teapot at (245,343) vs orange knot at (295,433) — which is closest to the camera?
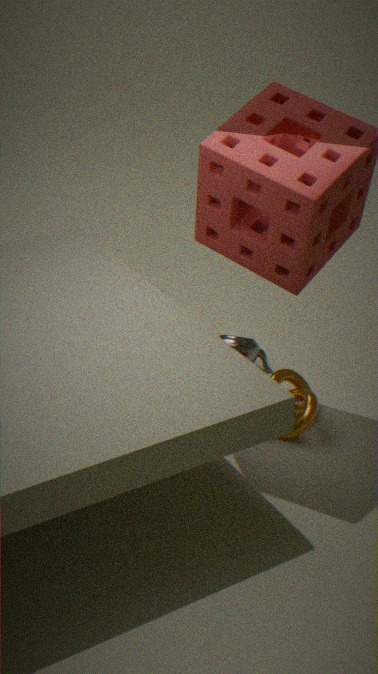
orange knot at (295,433)
